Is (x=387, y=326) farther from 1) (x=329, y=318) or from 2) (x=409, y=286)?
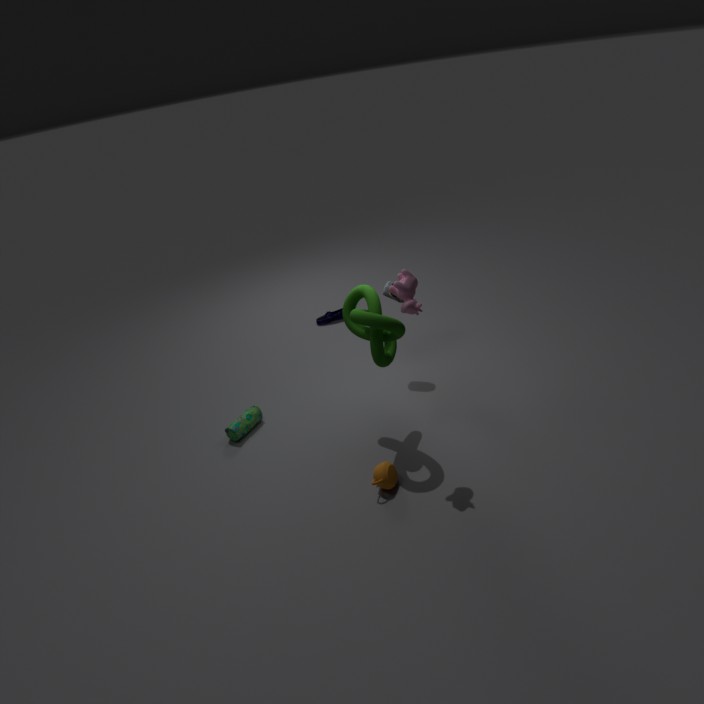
1) (x=329, y=318)
